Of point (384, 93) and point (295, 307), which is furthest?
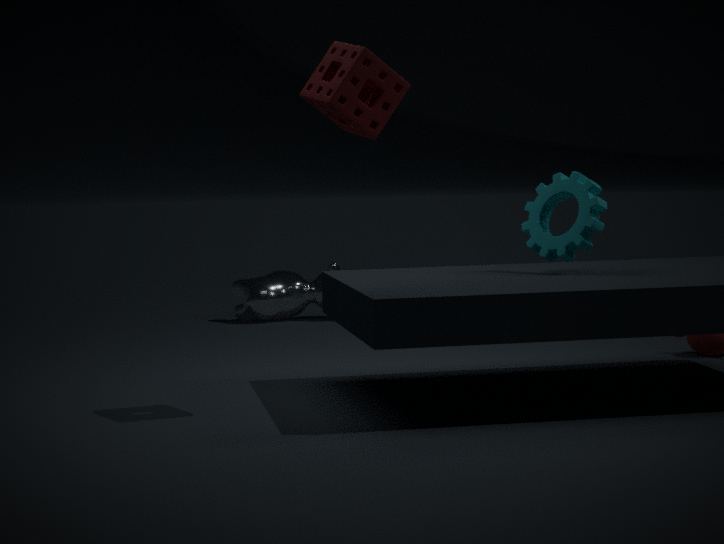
point (295, 307)
